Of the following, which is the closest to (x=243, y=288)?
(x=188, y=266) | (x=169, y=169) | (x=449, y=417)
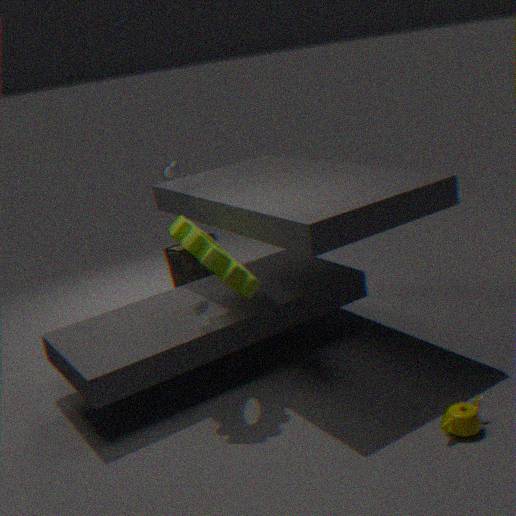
(x=169, y=169)
